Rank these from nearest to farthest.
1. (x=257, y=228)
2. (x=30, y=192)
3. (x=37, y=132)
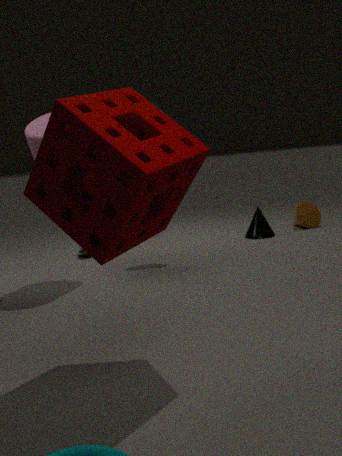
(x=30, y=192) → (x=37, y=132) → (x=257, y=228)
